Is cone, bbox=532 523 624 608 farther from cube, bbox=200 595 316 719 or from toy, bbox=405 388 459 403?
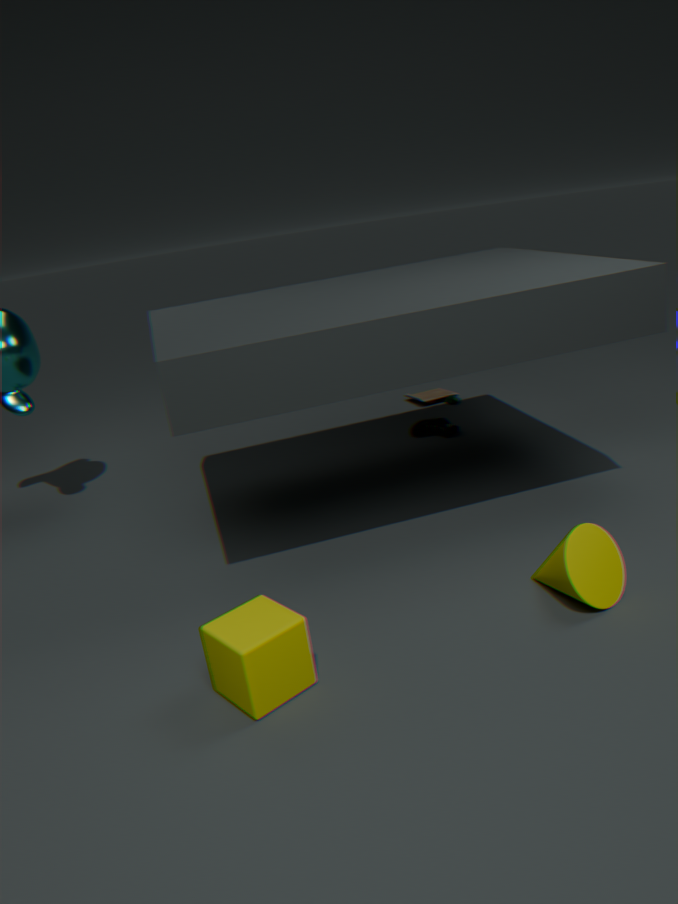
toy, bbox=405 388 459 403
